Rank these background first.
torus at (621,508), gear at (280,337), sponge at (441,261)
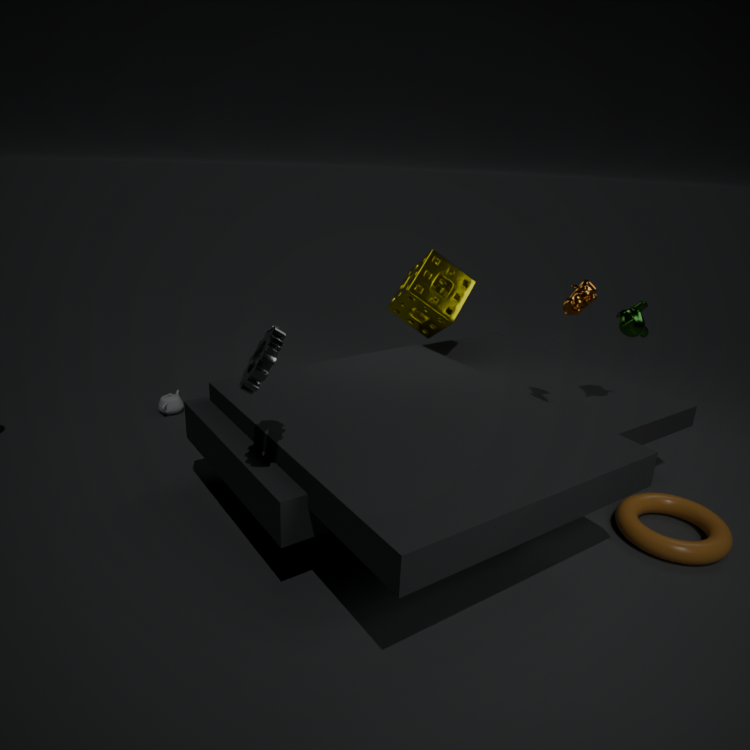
sponge at (441,261)
torus at (621,508)
gear at (280,337)
